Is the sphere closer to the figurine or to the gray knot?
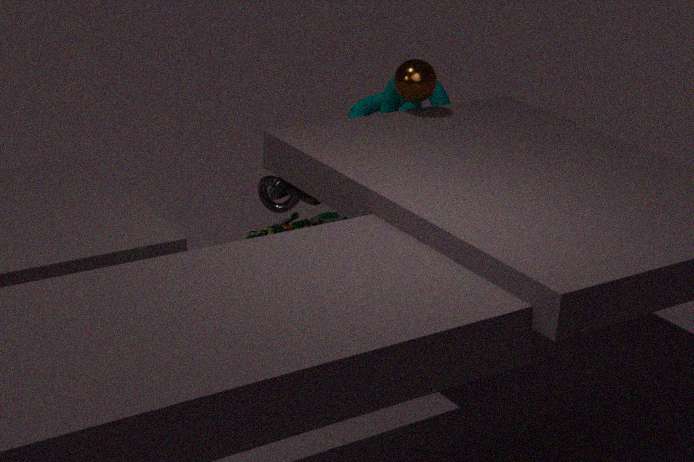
the gray knot
